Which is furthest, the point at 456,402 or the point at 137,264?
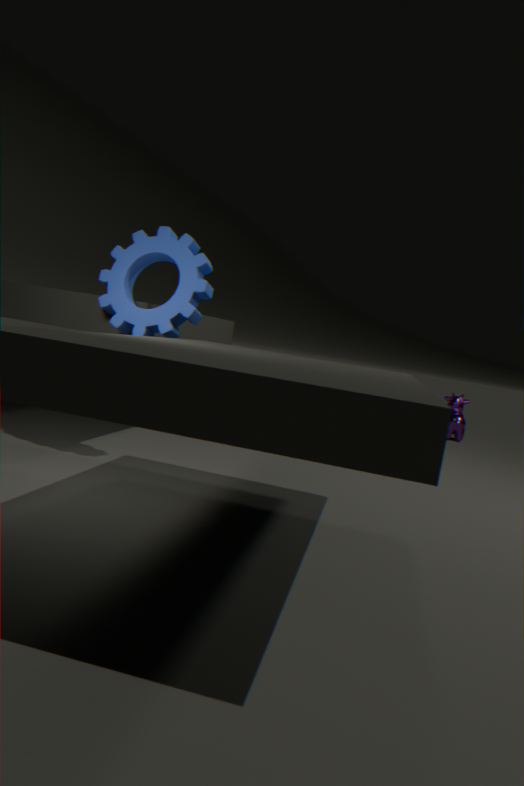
the point at 456,402
